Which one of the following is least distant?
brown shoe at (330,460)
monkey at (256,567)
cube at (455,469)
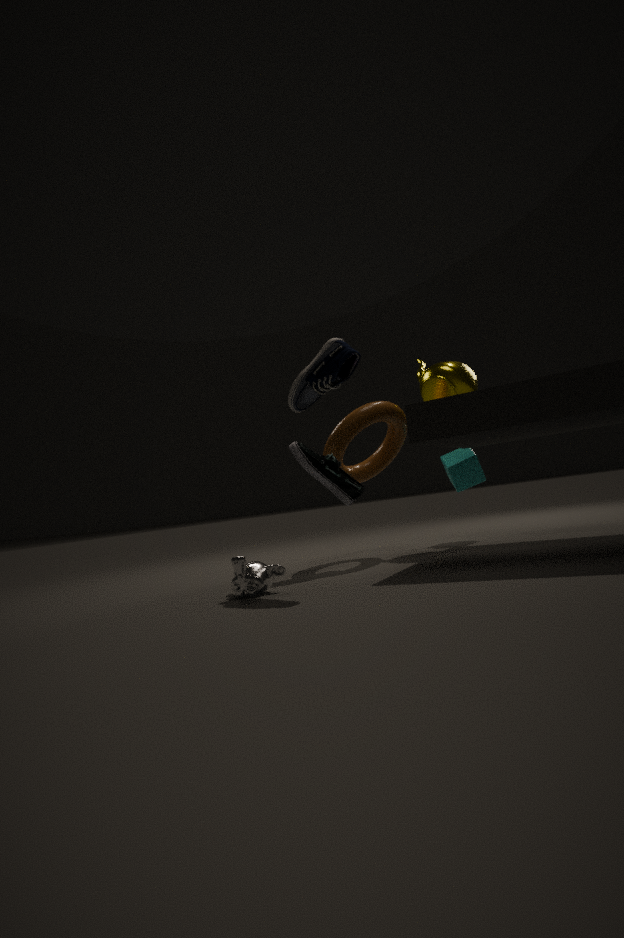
monkey at (256,567)
